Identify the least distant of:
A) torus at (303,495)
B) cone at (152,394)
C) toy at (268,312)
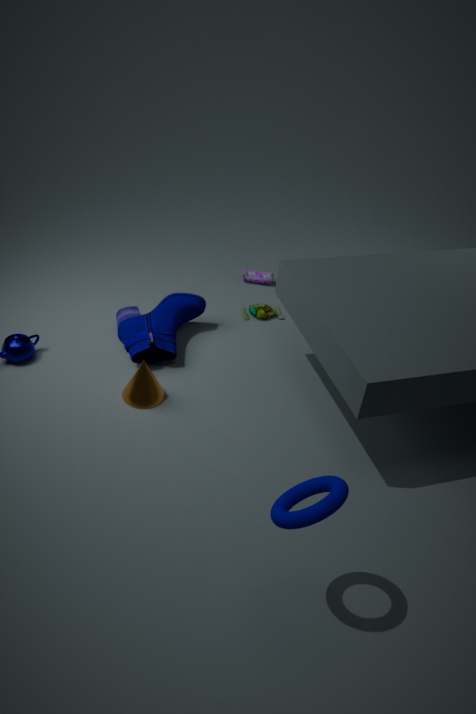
torus at (303,495)
